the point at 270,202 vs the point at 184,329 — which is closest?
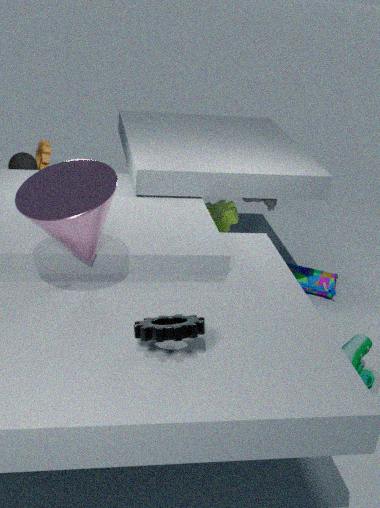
the point at 184,329
